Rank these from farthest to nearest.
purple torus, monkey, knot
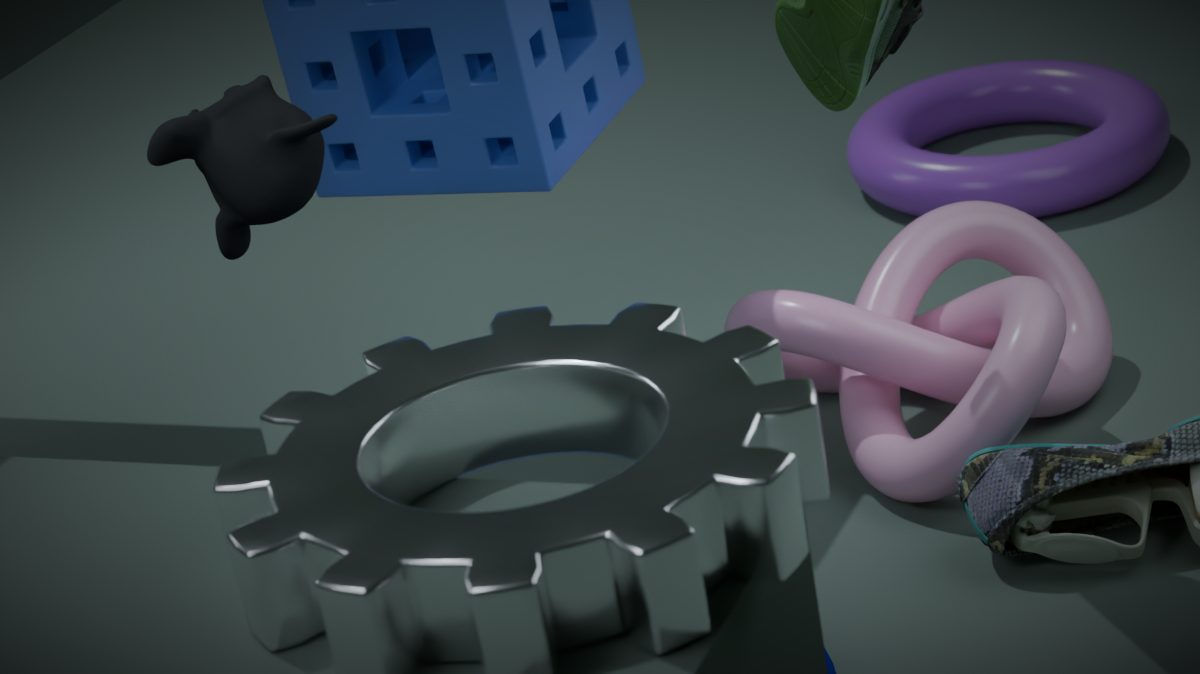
purple torus → knot → monkey
